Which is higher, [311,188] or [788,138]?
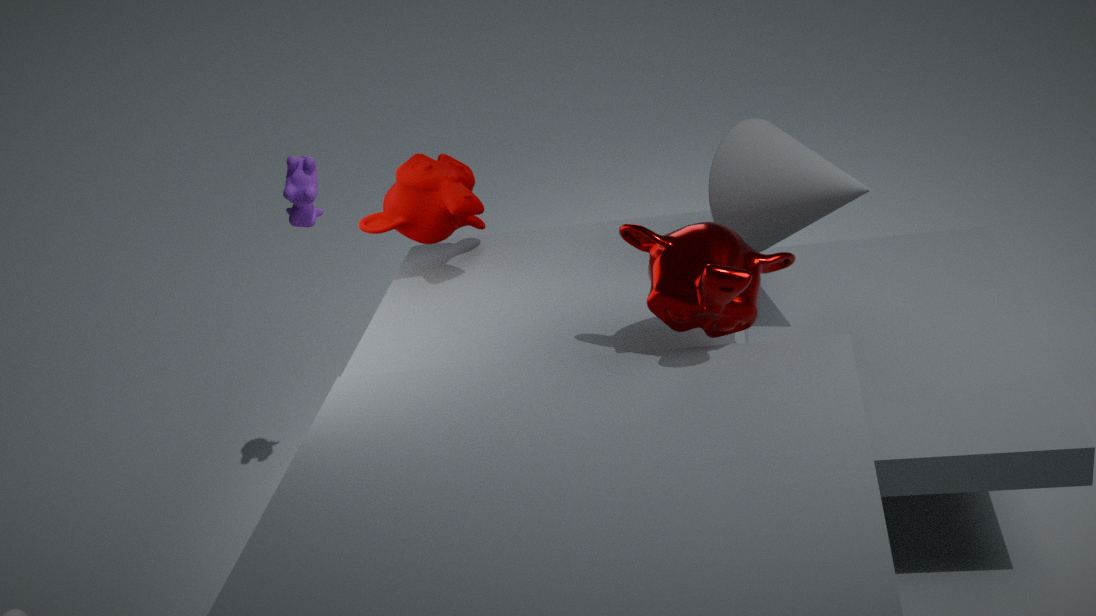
[311,188]
